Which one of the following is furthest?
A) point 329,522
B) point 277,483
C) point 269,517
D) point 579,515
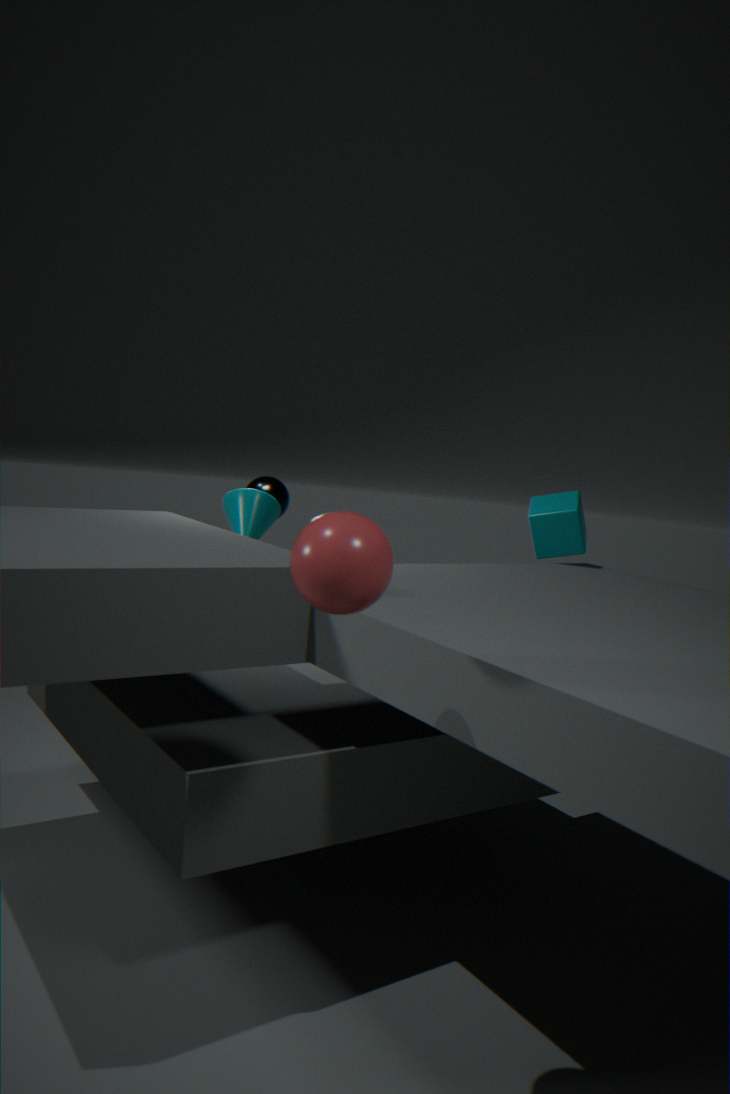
point 277,483
